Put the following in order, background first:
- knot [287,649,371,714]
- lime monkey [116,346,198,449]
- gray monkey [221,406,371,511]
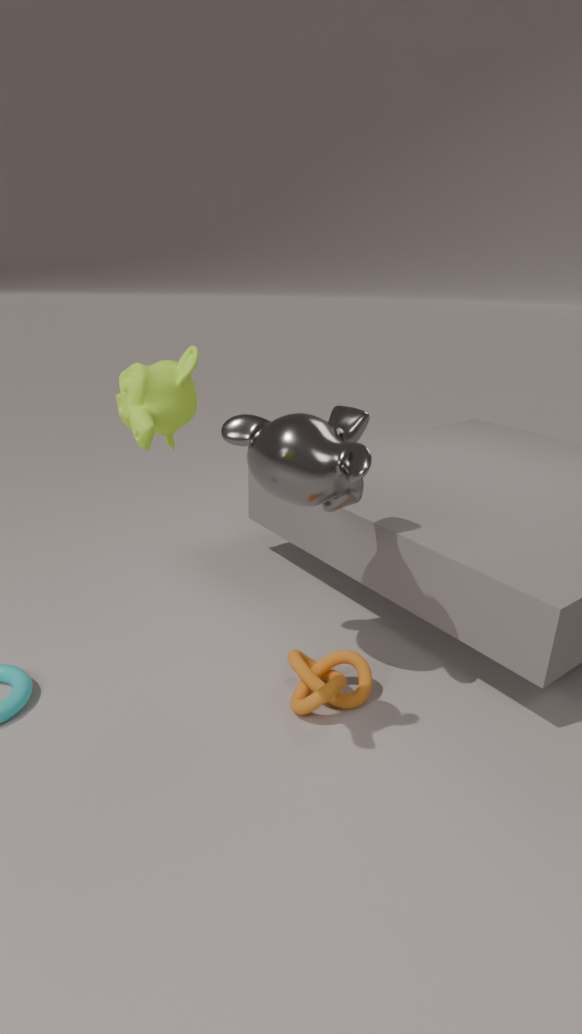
knot [287,649,371,714] < gray monkey [221,406,371,511] < lime monkey [116,346,198,449]
